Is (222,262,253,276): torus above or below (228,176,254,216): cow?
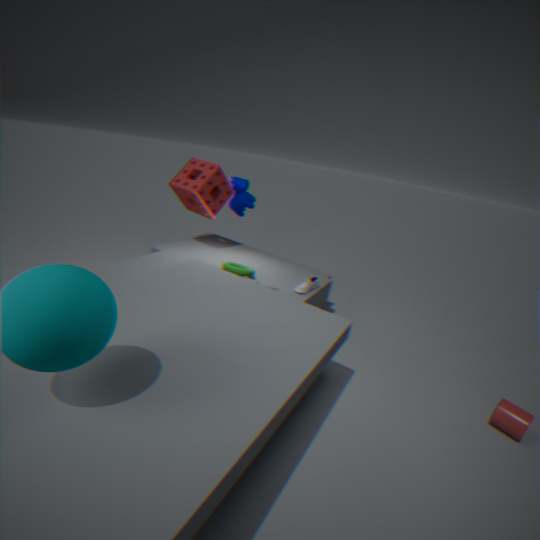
below
